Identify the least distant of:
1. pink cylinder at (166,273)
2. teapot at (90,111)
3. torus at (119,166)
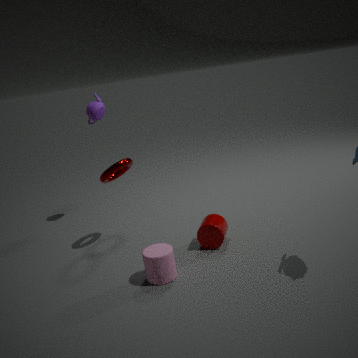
pink cylinder at (166,273)
